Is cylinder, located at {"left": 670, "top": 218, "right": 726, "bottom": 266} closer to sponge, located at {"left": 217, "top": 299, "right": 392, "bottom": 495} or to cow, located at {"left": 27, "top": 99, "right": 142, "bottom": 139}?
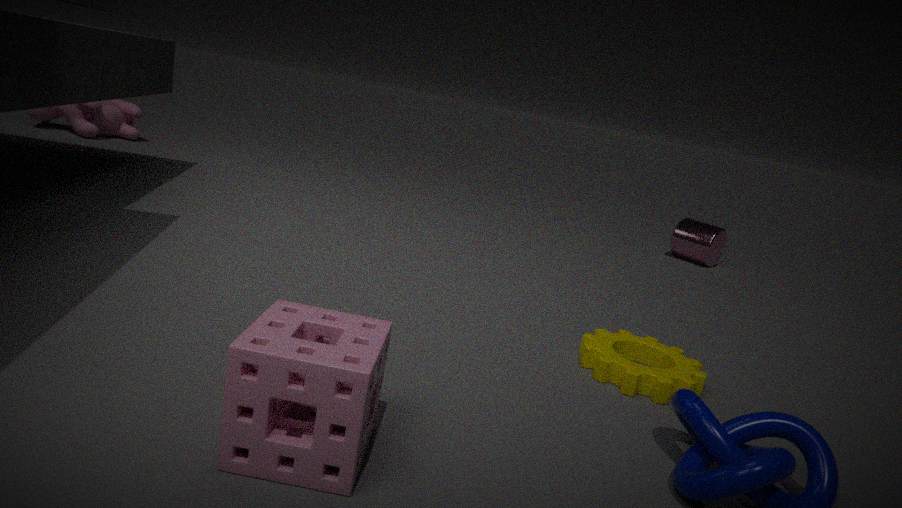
sponge, located at {"left": 217, "top": 299, "right": 392, "bottom": 495}
